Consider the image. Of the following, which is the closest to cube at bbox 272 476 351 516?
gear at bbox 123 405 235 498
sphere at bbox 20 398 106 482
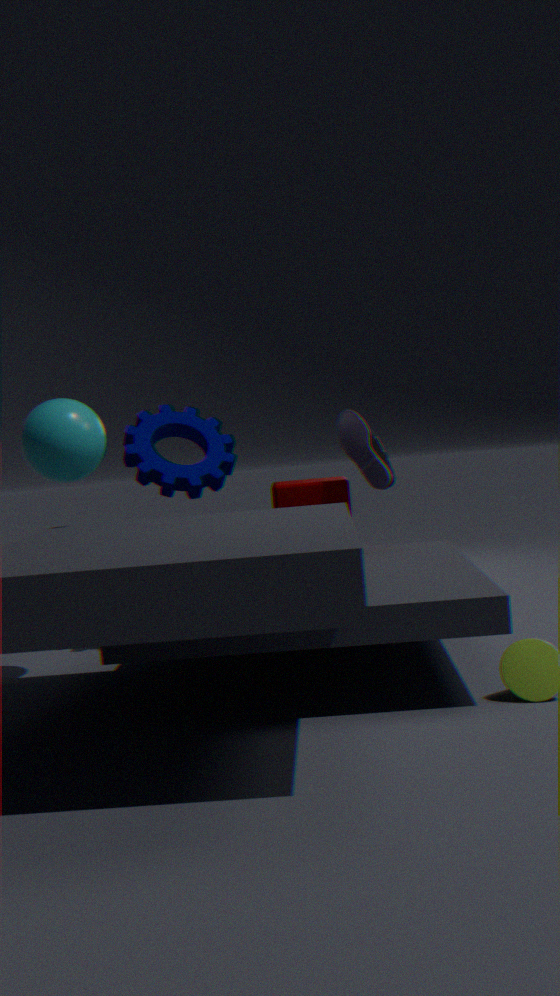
gear at bbox 123 405 235 498
